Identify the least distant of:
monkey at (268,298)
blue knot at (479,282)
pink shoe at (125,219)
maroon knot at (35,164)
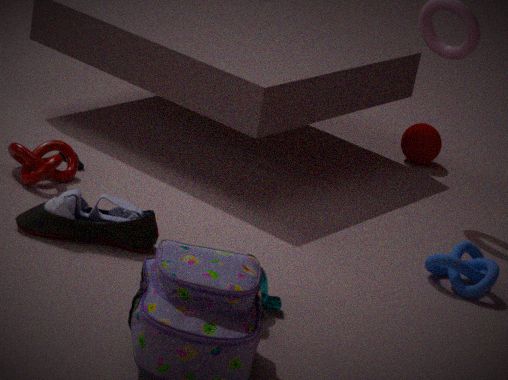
monkey at (268,298)
